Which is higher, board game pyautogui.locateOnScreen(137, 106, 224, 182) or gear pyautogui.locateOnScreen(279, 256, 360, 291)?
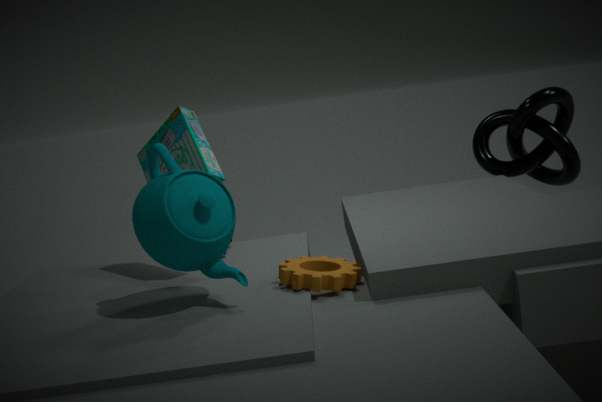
board game pyautogui.locateOnScreen(137, 106, 224, 182)
